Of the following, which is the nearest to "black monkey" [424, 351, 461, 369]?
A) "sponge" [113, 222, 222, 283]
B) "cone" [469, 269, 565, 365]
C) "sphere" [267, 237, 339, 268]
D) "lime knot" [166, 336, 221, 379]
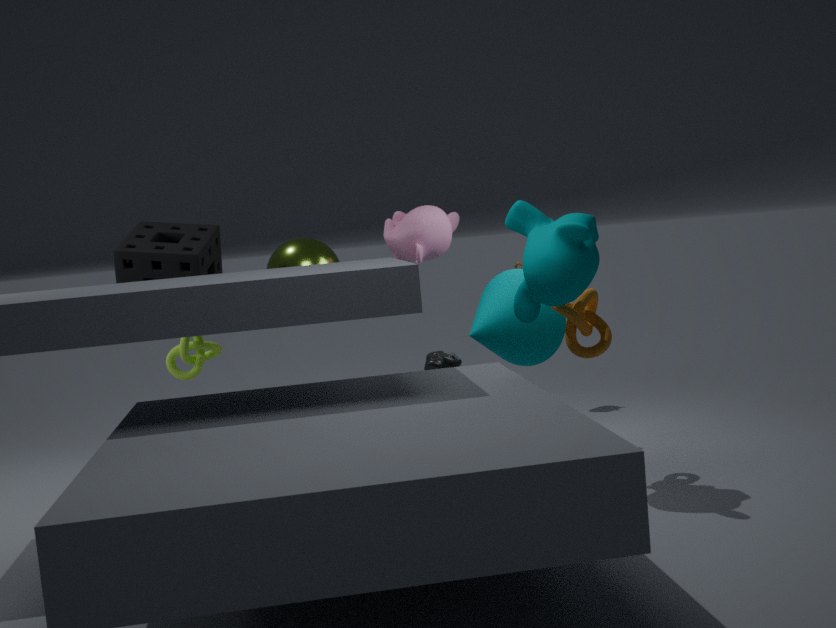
"cone" [469, 269, 565, 365]
